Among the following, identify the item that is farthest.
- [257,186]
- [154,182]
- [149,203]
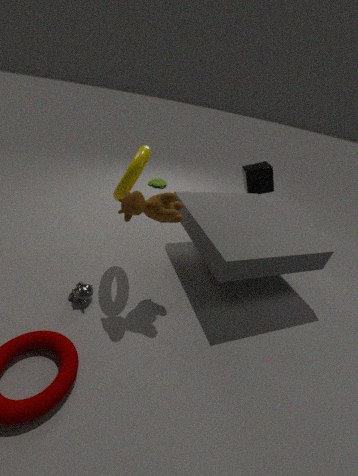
[154,182]
